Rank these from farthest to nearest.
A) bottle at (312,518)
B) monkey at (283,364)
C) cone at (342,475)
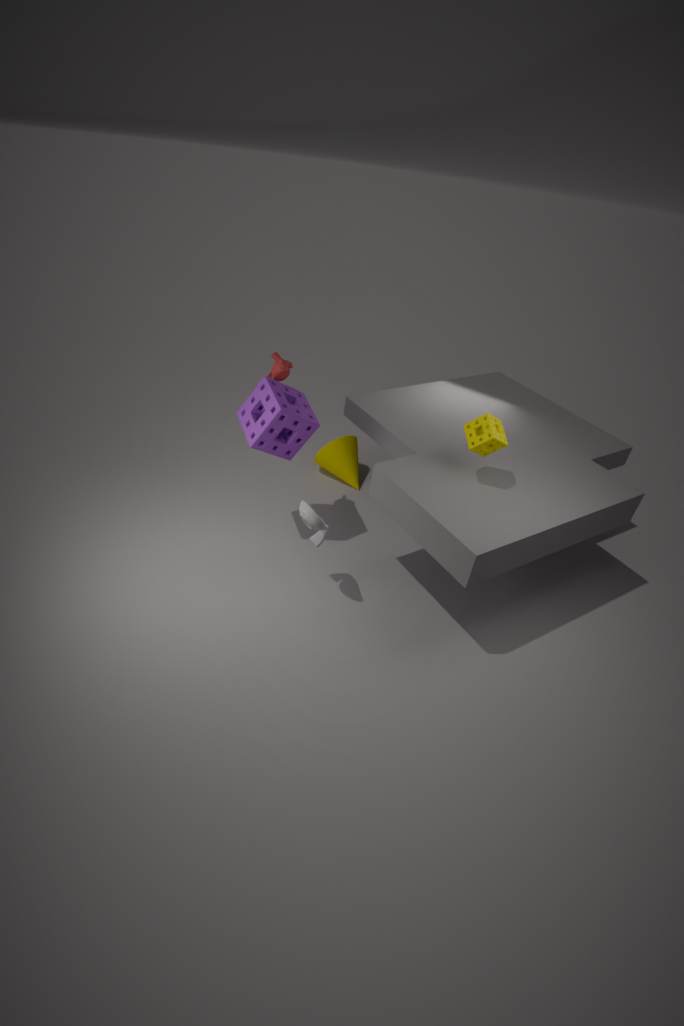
cone at (342,475) < monkey at (283,364) < bottle at (312,518)
